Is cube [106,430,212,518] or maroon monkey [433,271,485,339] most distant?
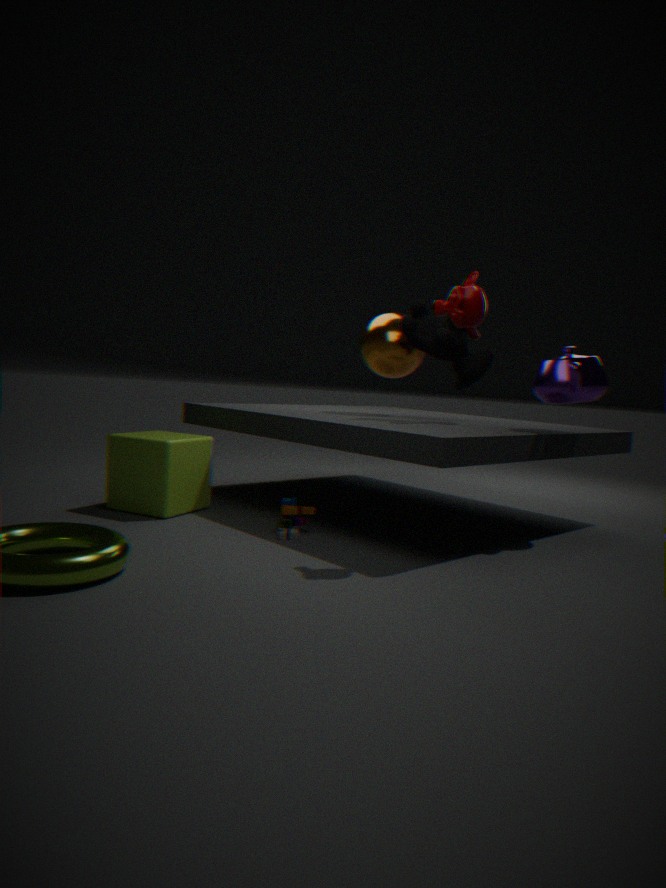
cube [106,430,212,518]
